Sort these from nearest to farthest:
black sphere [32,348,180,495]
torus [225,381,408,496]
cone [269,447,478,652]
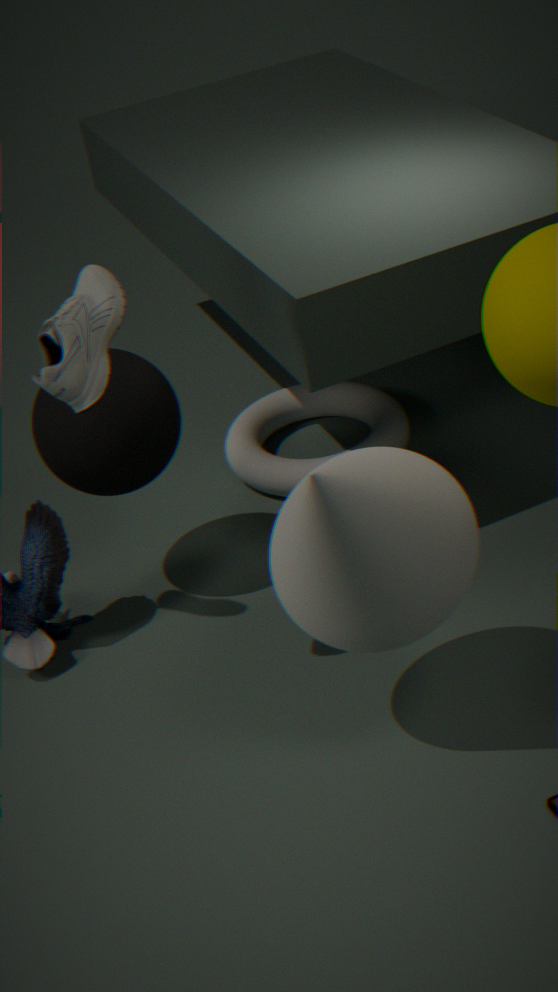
1. cone [269,447,478,652]
2. black sphere [32,348,180,495]
3. torus [225,381,408,496]
